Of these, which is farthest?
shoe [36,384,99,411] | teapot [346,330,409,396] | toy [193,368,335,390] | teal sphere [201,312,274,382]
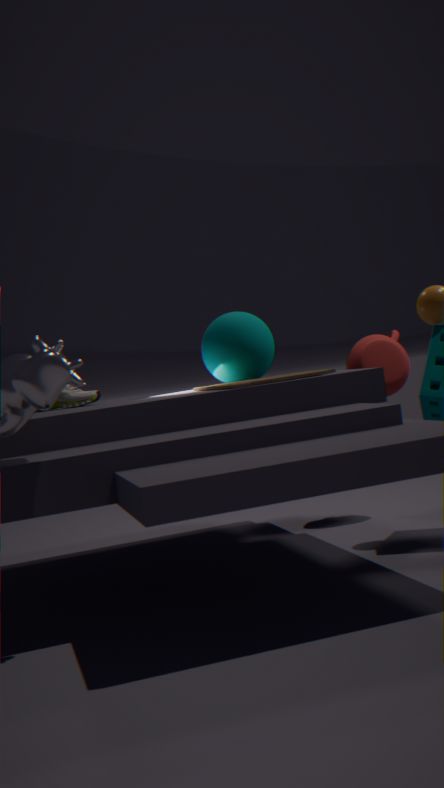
teapot [346,330,409,396]
